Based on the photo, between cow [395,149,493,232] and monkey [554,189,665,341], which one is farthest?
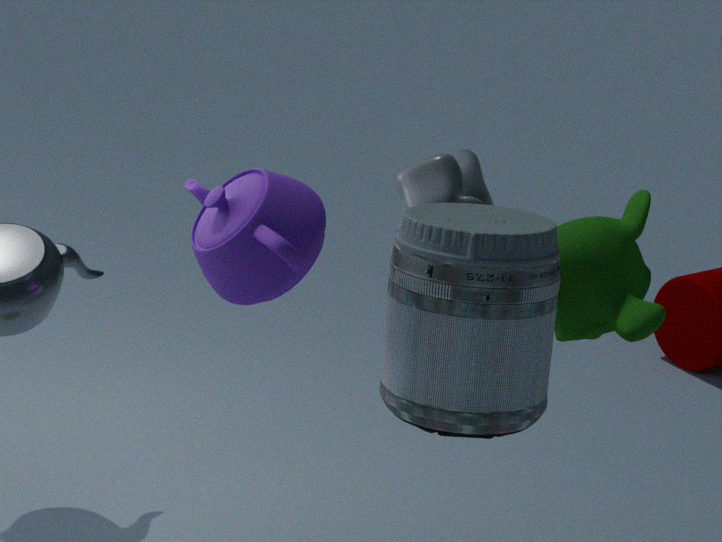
cow [395,149,493,232]
